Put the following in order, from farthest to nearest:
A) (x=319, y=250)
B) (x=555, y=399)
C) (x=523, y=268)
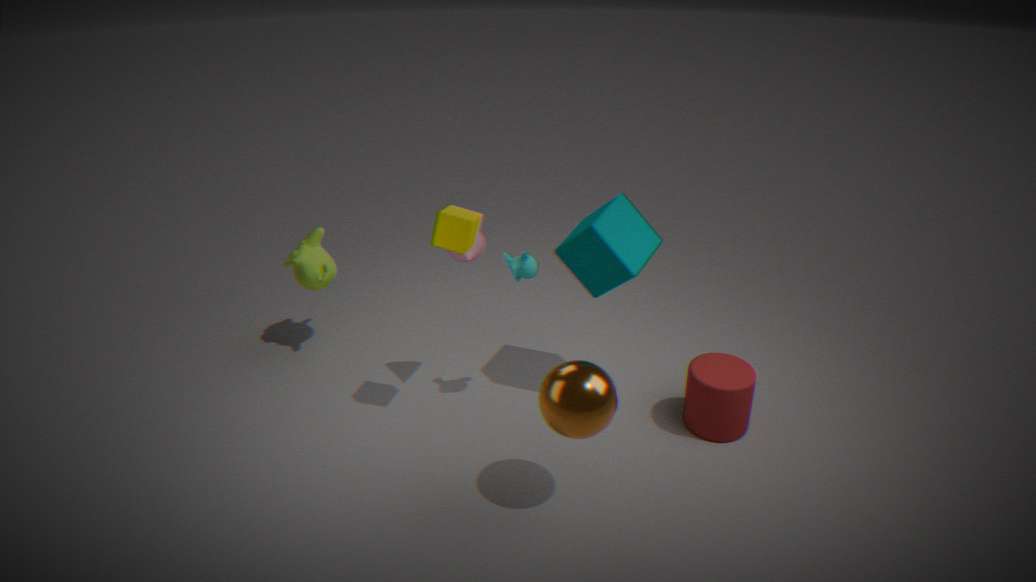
A. (x=319, y=250)
C. (x=523, y=268)
B. (x=555, y=399)
